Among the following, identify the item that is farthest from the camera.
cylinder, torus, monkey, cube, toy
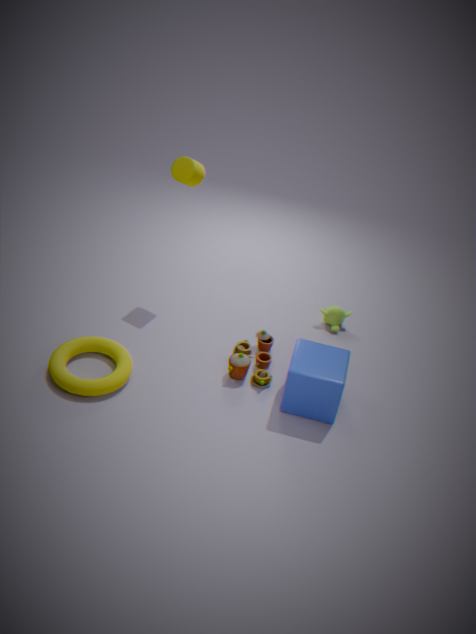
monkey
